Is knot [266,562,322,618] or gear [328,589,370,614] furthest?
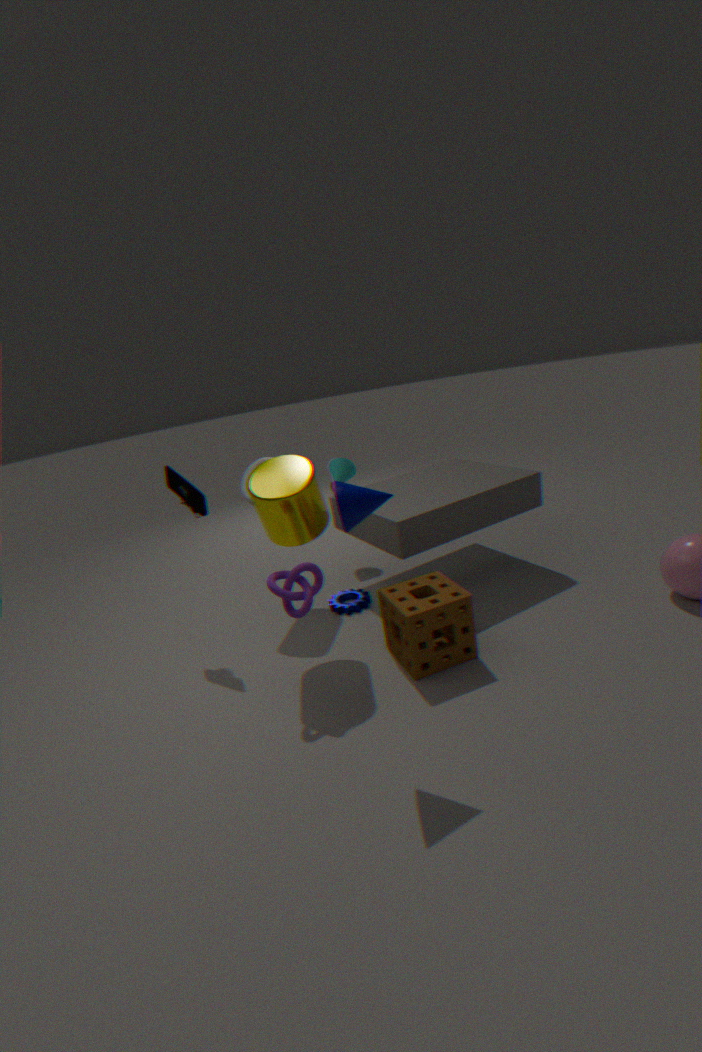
gear [328,589,370,614]
